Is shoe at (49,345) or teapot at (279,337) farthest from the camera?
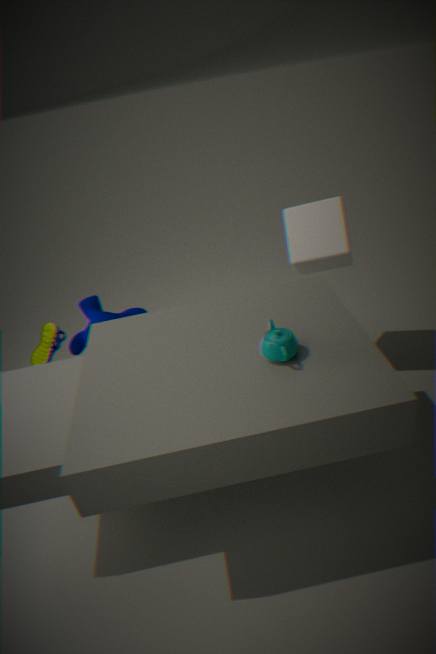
shoe at (49,345)
